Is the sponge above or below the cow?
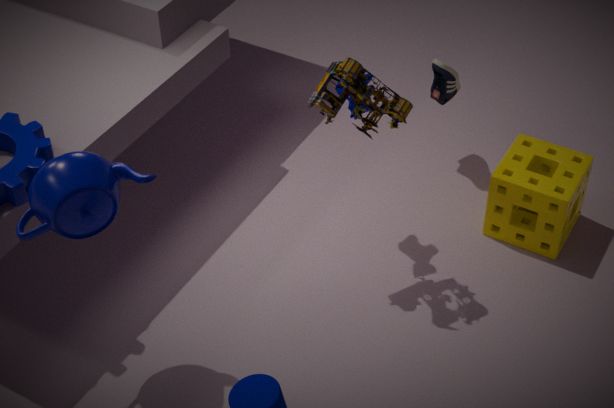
below
